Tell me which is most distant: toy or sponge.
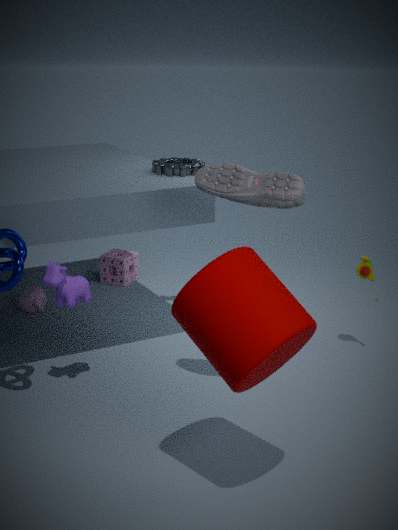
sponge
